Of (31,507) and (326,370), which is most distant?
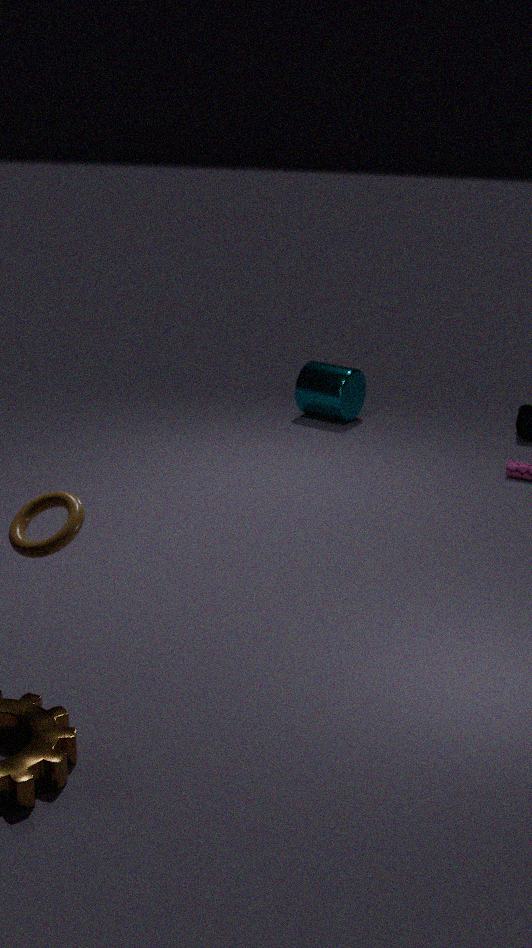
(326,370)
